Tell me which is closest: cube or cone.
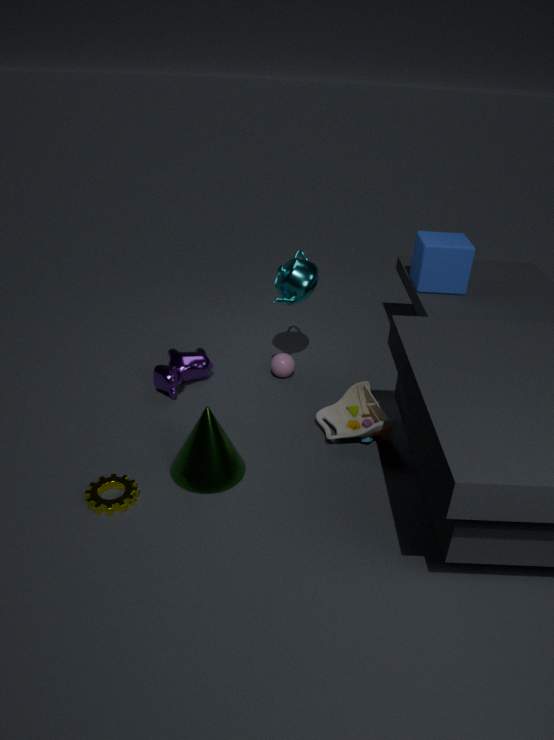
cone
